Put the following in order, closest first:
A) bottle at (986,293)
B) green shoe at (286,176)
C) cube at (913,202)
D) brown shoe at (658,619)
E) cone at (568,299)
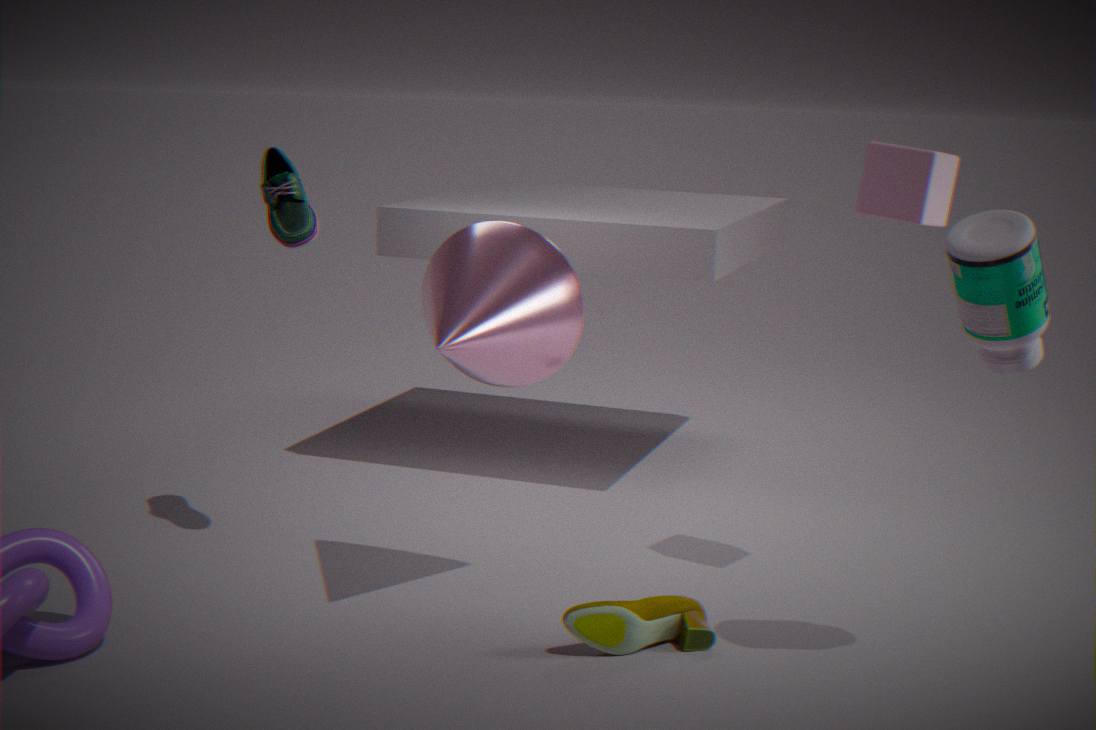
bottle at (986,293) < brown shoe at (658,619) < cone at (568,299) < cube at (913,202) < green shoe at (286,176)
